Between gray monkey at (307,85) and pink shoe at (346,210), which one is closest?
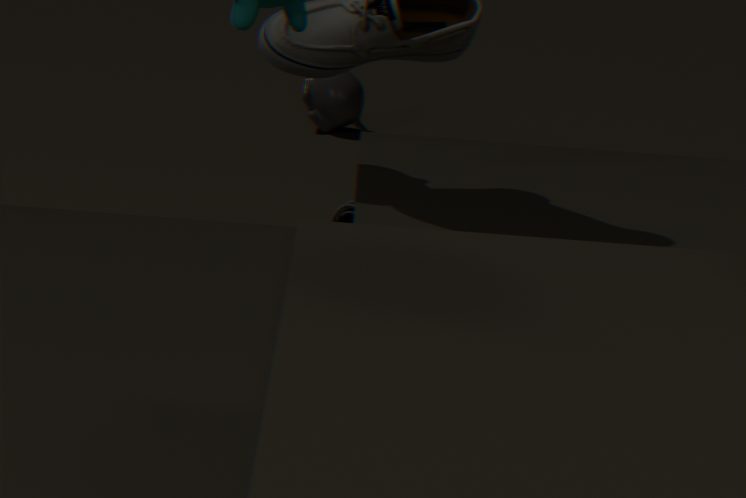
pink shoe at (346,210)
